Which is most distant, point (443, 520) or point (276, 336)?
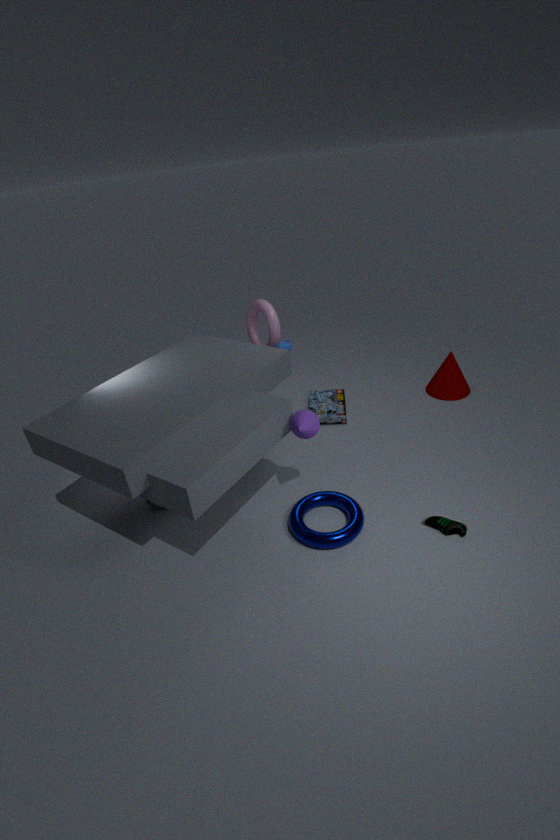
point (276, 336)
